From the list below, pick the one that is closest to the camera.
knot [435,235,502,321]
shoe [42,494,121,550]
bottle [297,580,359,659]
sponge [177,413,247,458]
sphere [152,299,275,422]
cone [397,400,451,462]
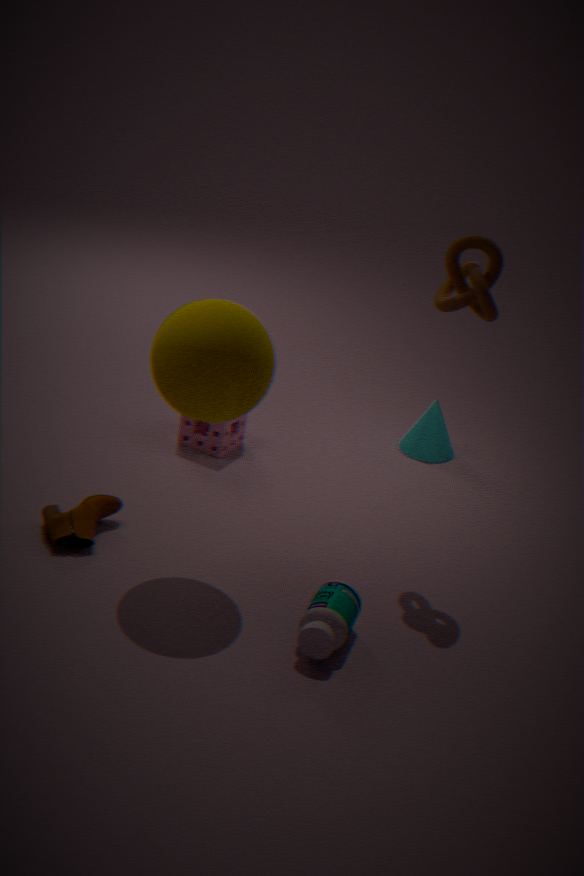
bottle [297,580,359,659]
